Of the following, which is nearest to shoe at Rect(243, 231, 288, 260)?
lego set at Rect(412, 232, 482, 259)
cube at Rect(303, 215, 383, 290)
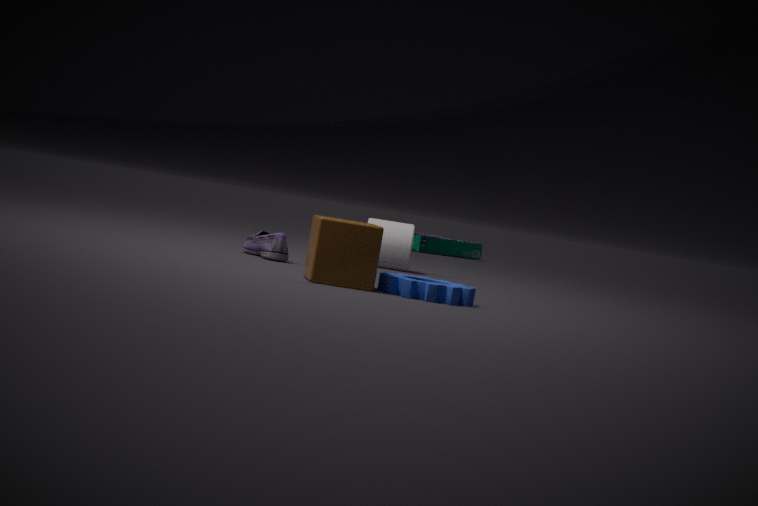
cube at Rect(303, 215, 383, 290)
